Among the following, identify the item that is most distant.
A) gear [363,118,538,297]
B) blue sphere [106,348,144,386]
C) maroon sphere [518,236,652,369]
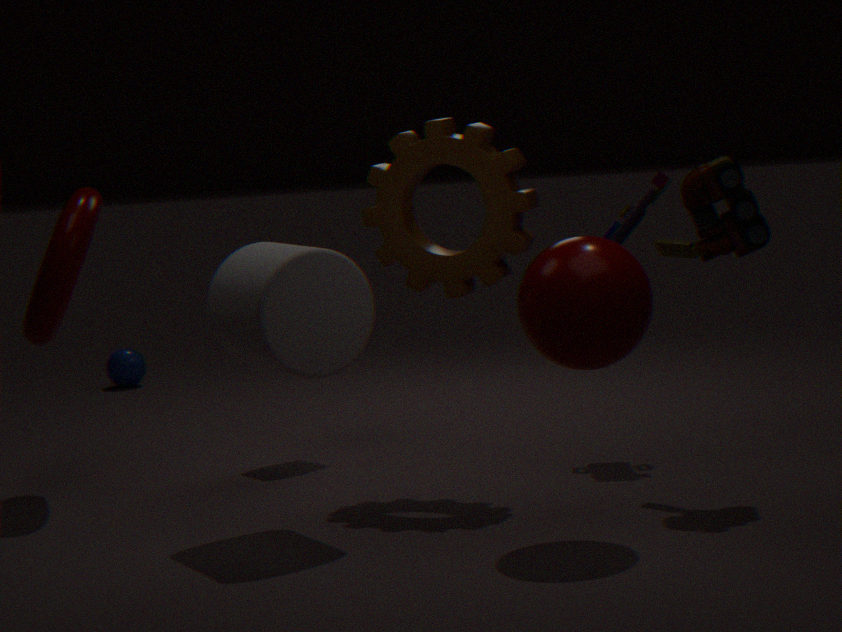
blue sphere [106,348,144,386]
